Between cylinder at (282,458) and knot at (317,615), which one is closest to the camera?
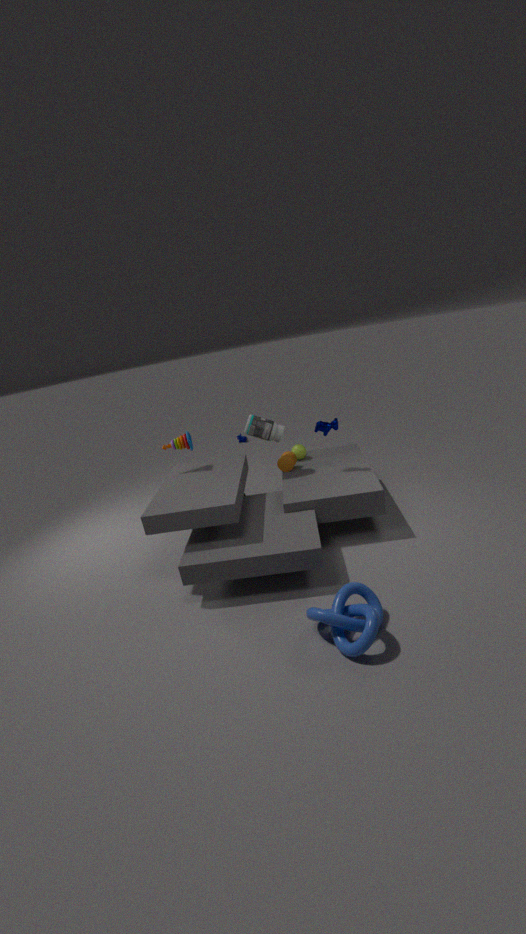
knot at (317,615)
